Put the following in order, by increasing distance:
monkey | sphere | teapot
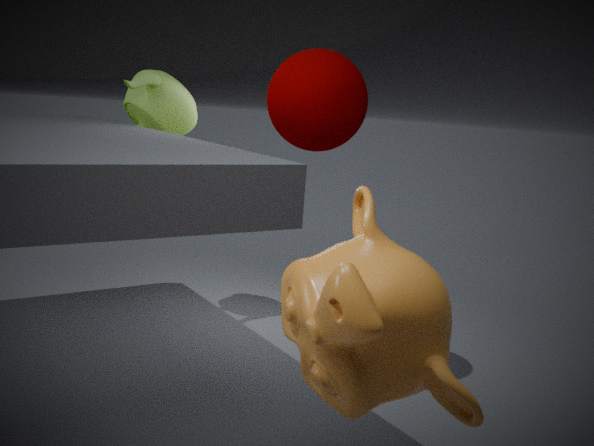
monkey → sphere → teapot
